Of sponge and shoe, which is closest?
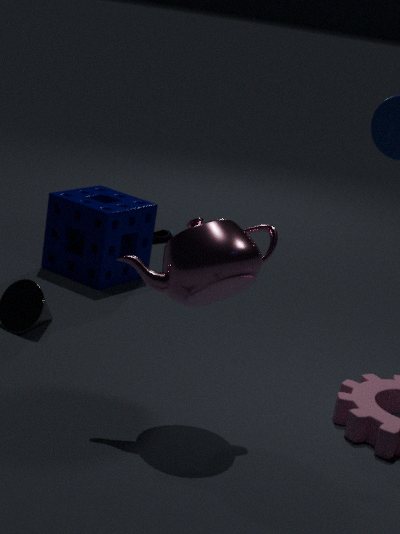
sponge
